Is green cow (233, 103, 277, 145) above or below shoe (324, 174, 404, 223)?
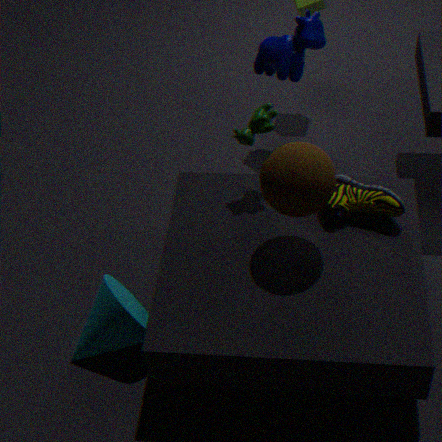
above
